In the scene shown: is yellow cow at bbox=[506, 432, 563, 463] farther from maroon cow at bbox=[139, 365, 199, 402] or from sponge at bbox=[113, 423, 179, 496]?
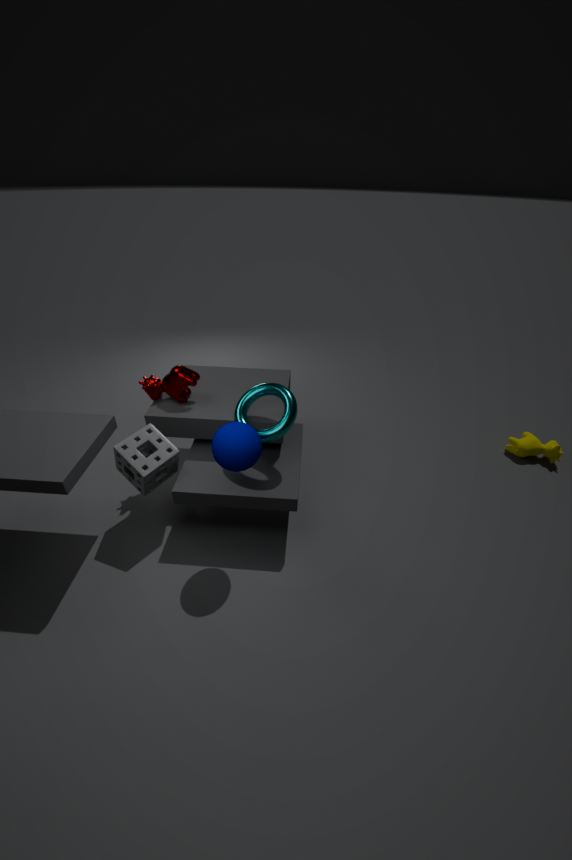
sponge at bbox=[113, 423, 179, 496]
